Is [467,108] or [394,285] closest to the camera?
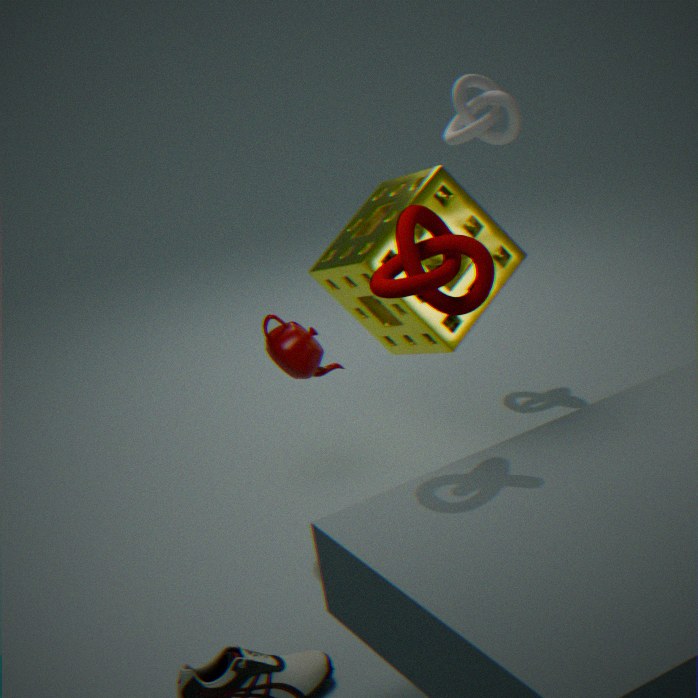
[394,285]
